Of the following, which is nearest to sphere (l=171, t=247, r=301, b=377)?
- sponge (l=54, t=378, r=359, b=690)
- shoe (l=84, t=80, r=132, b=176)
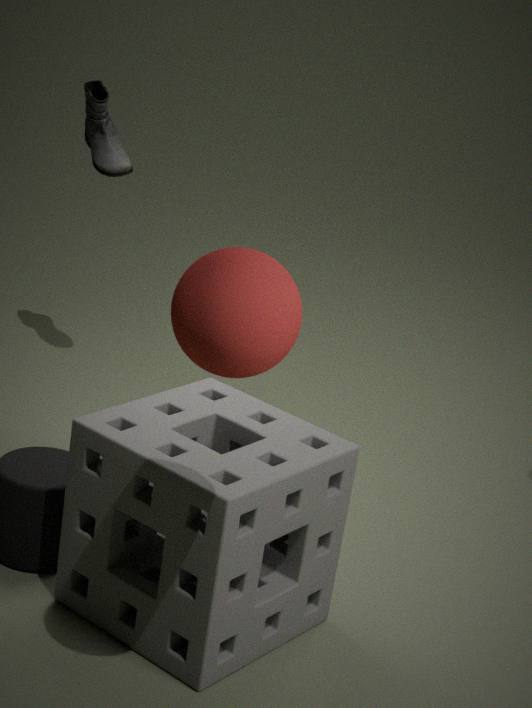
sponge (l=54, t=378, r=359, b=690)
